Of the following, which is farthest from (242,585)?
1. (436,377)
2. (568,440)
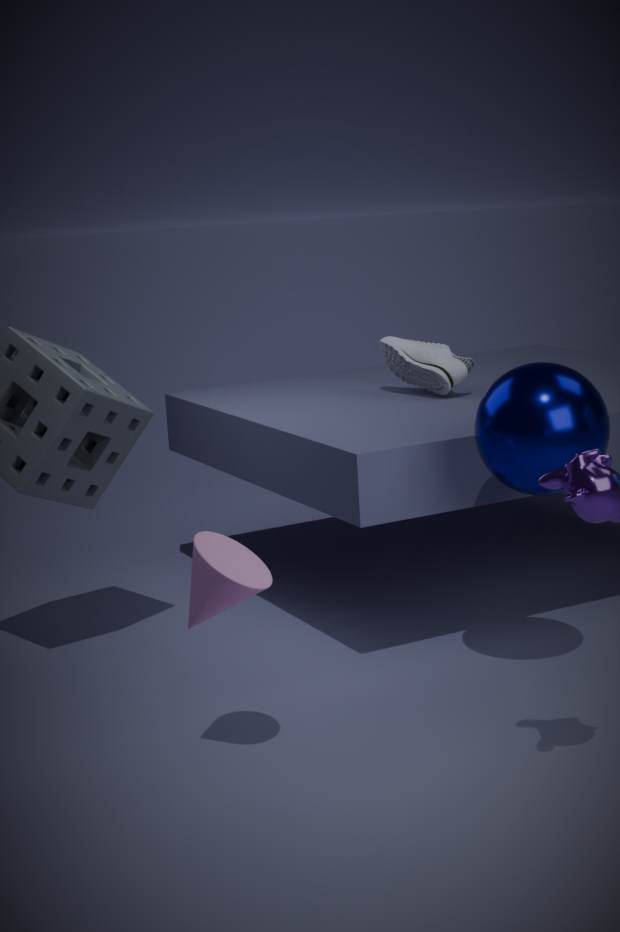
(436,377)
